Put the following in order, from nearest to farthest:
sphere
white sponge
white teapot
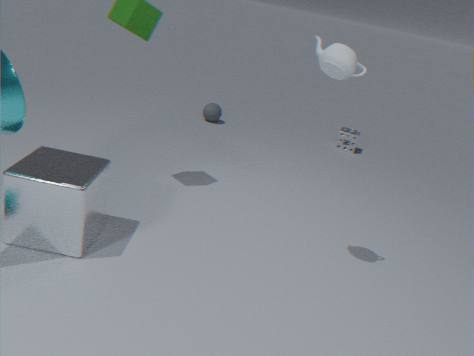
white teapot, white sponge, sphere
